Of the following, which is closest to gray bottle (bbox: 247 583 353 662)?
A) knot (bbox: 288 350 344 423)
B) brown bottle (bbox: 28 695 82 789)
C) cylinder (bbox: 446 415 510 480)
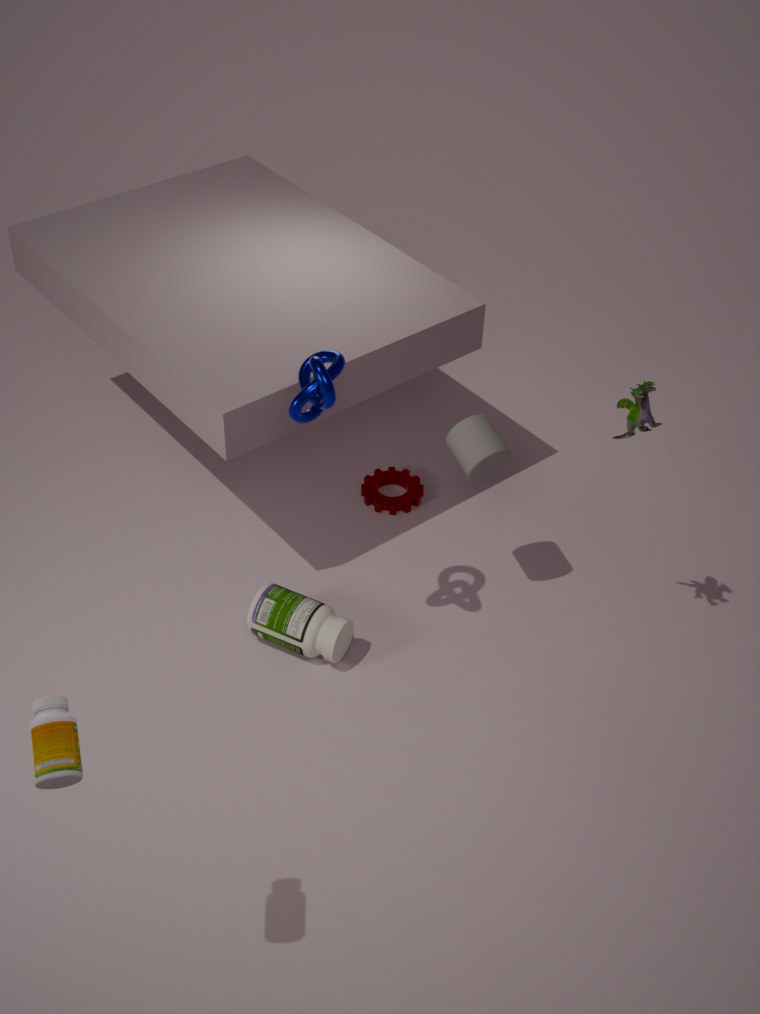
cylinder (bbox: 446 415 510 480)
